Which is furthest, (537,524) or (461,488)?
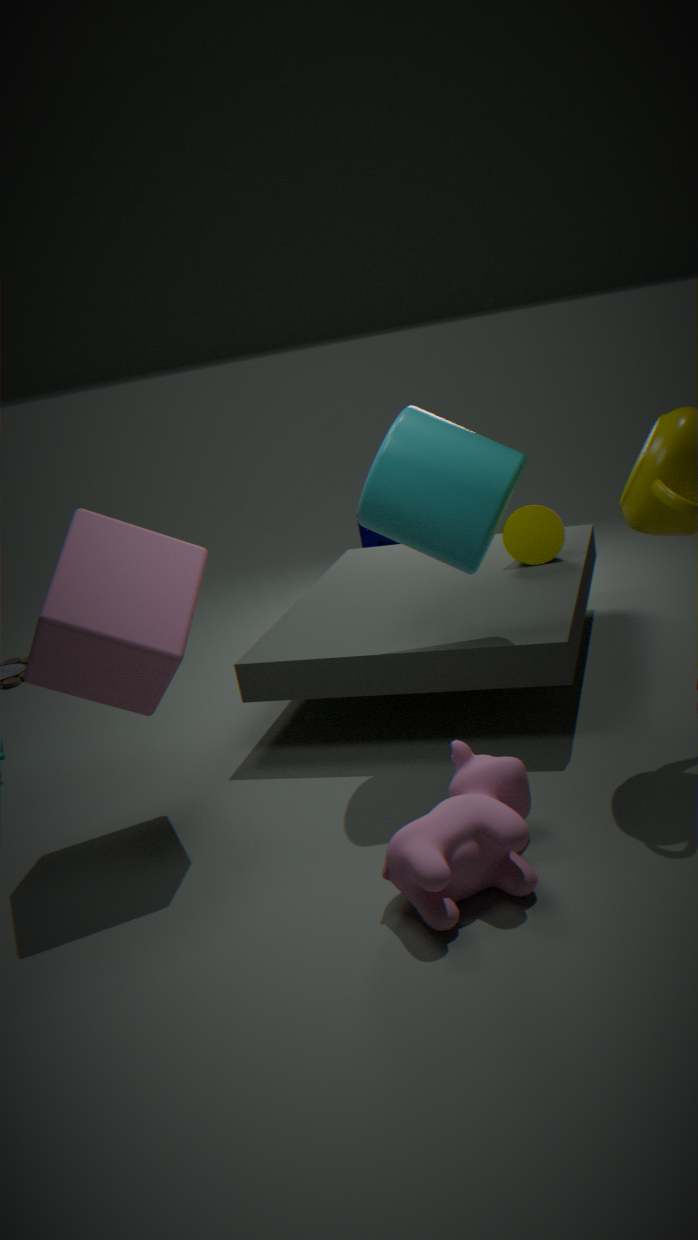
(537,524)
